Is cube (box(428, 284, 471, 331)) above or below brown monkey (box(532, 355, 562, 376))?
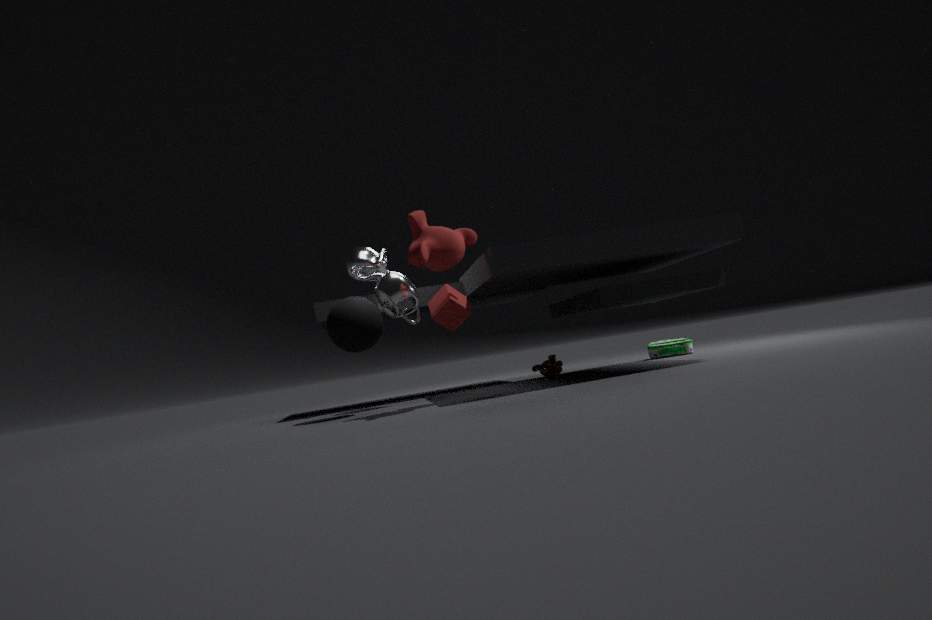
above
